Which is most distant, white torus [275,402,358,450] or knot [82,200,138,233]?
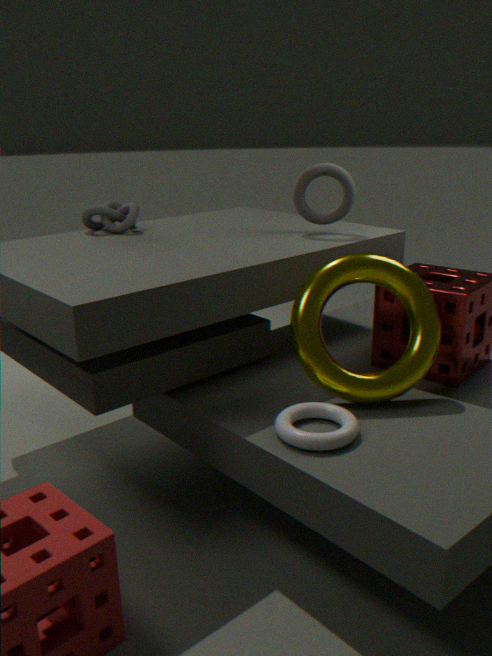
knot [82,200,138,233]
